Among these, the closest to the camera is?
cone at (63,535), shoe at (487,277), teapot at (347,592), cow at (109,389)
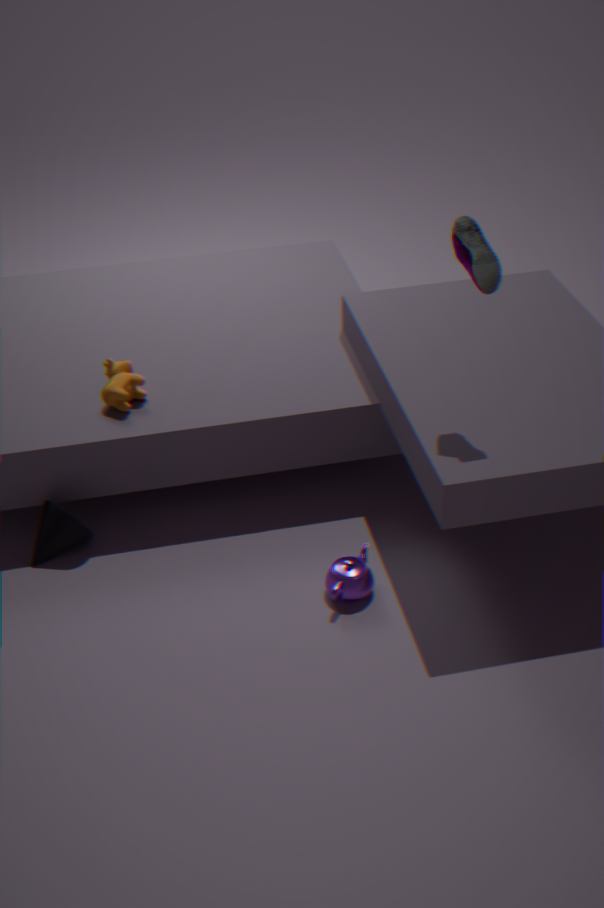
shoe at (487,277)
